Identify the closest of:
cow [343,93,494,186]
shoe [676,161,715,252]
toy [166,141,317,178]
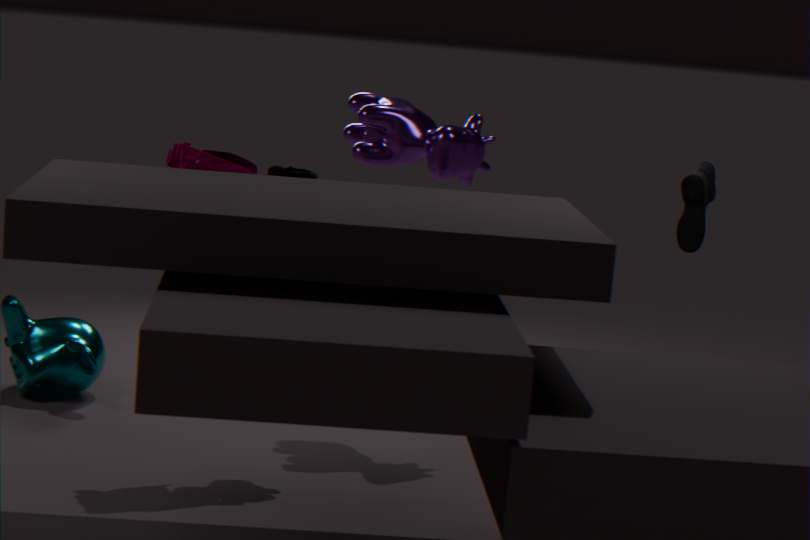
toy [166,141,317,178]
